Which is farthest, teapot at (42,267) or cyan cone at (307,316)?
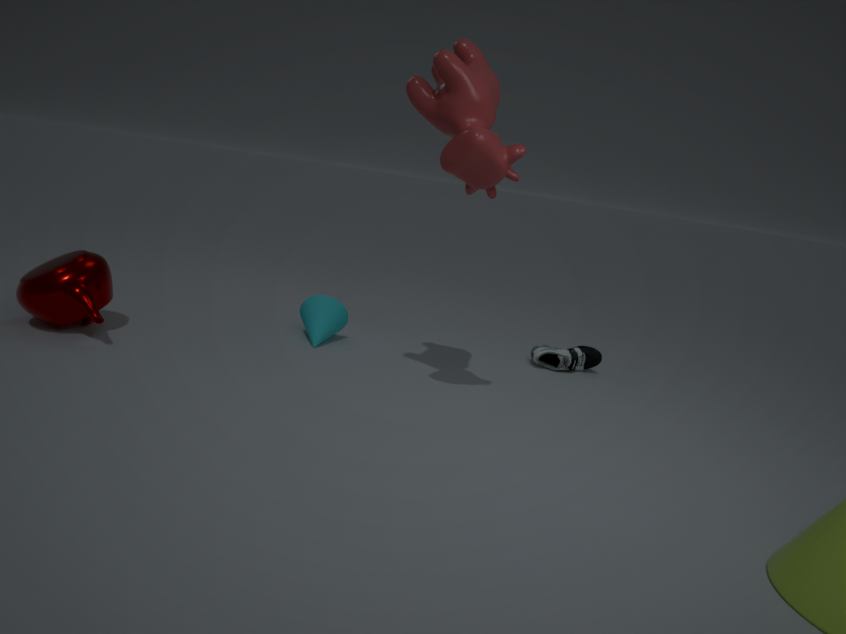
cyan cone at (307,316)
